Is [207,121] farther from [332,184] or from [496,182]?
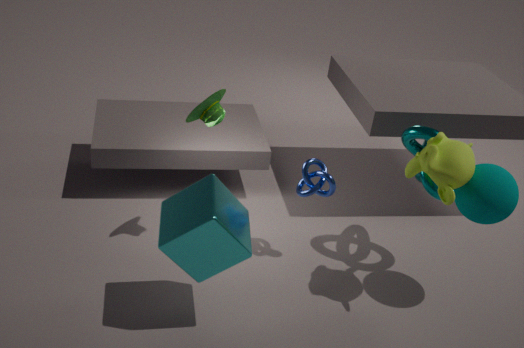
[496,182]
